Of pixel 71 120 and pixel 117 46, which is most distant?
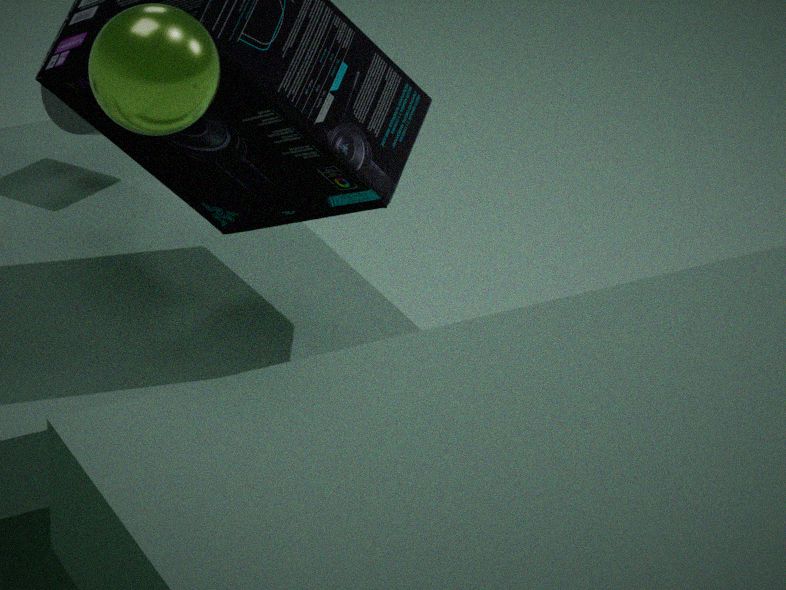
pixel 71 120
